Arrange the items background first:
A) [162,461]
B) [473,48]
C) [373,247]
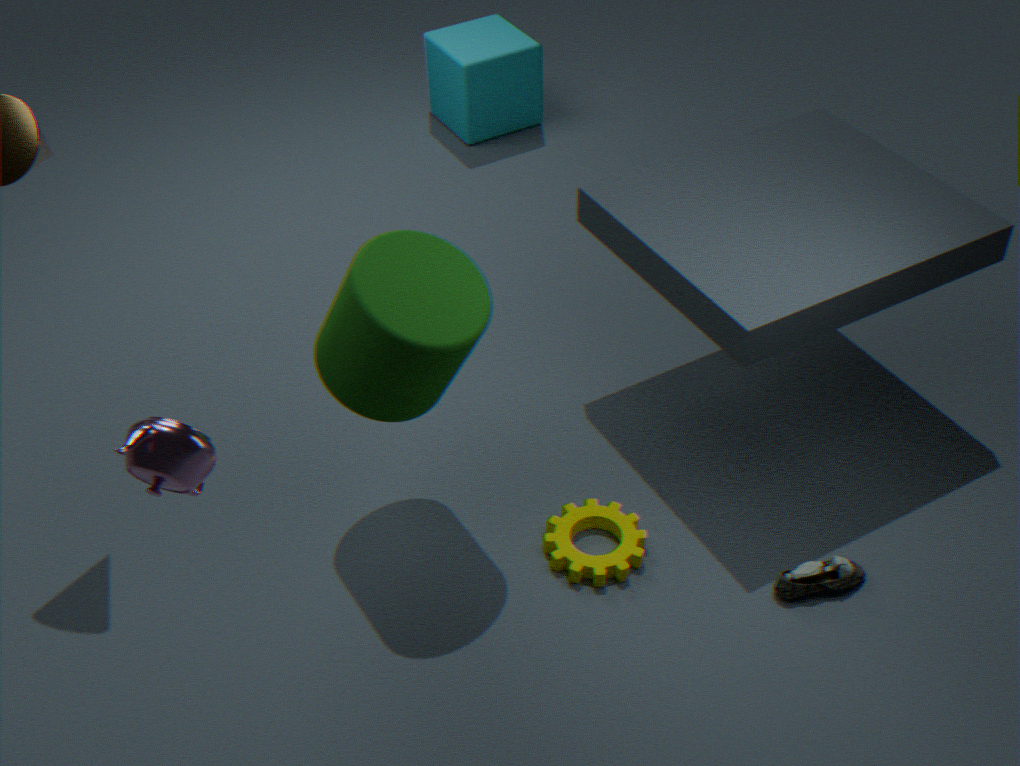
1. [473,48]
2. [373,247]
3. [162,461]
